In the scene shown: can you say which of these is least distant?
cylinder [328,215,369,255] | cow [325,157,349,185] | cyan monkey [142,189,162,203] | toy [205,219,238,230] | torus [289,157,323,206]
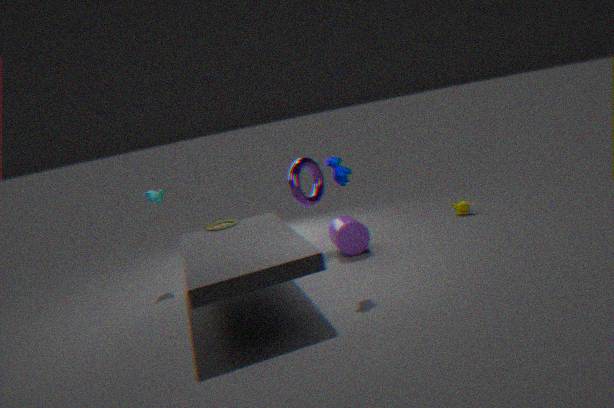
cow [325,157,349,185]
